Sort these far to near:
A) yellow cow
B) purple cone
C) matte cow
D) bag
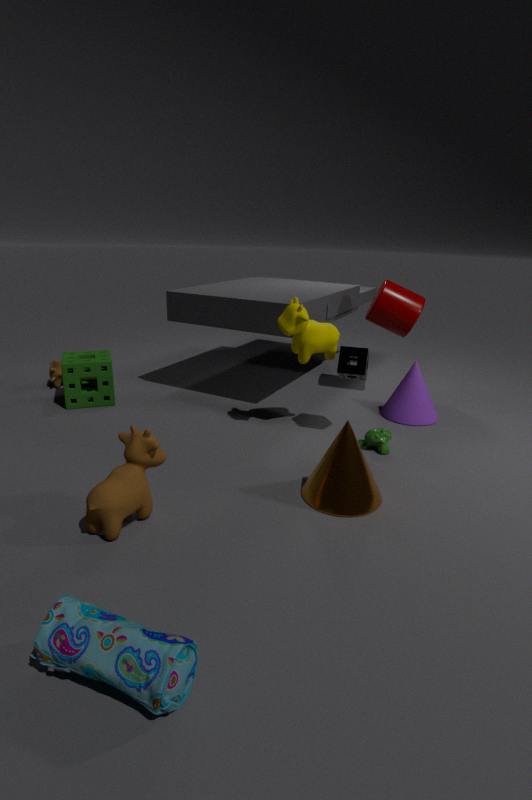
1. B. purple cone
2. A. yellow cow
3. C. matte cow
4. D. bag
